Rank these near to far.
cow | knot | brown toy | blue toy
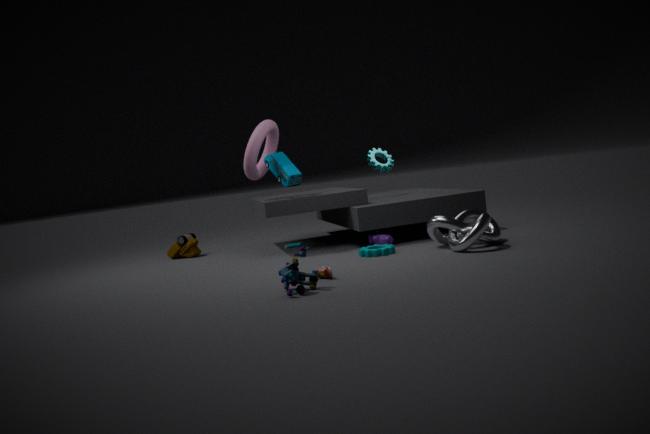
blue toy, knot, cow, brown toy
